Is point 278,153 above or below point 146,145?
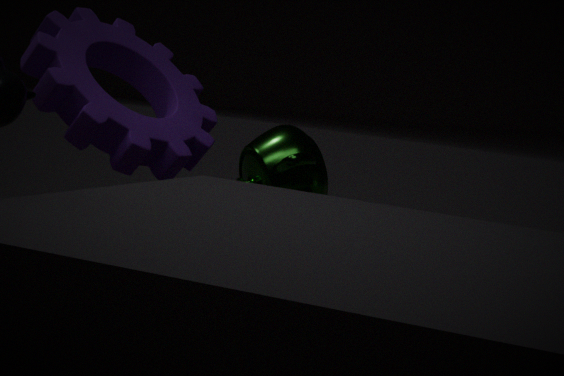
below
